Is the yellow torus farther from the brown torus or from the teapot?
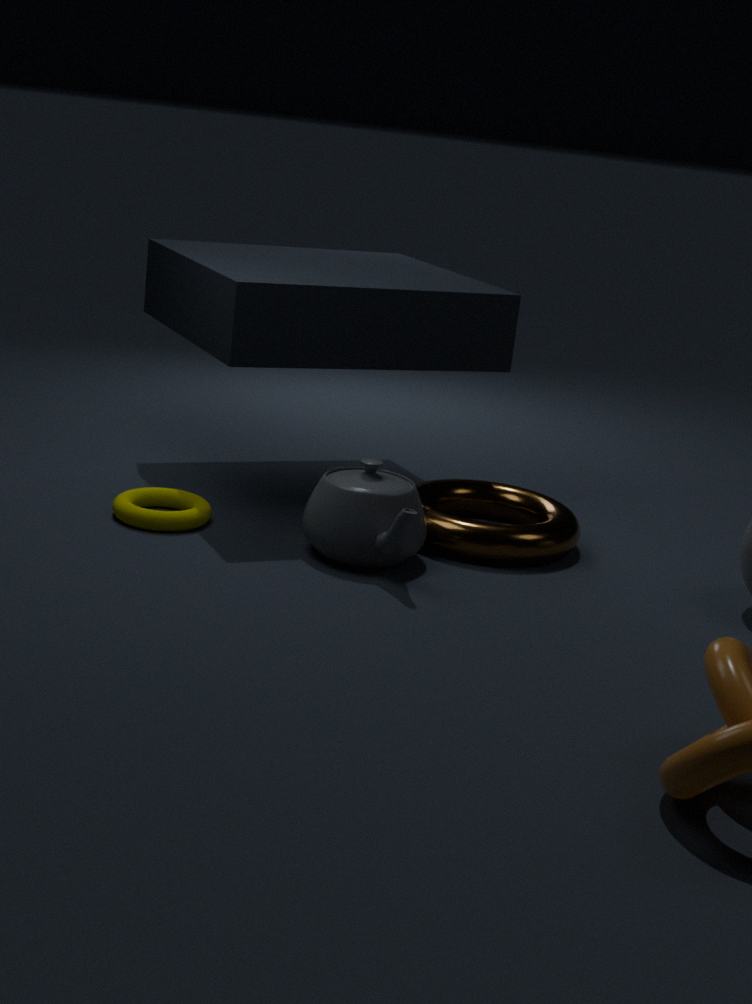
the brown torus
